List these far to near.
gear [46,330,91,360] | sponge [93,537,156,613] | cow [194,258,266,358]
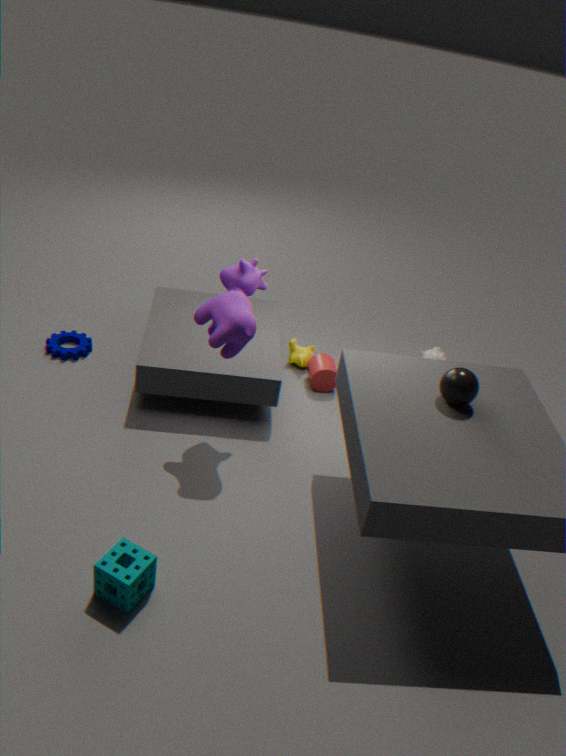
gear [46,330,91,360] < cow [194,258,266,358] < sponge [93,537,156,613]
